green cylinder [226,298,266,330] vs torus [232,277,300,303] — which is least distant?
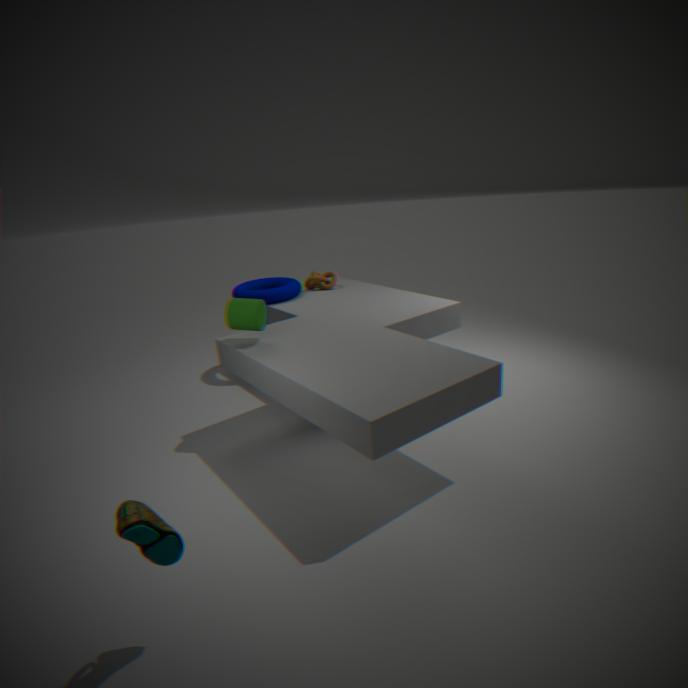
green cylinder [226,298,266,330]
